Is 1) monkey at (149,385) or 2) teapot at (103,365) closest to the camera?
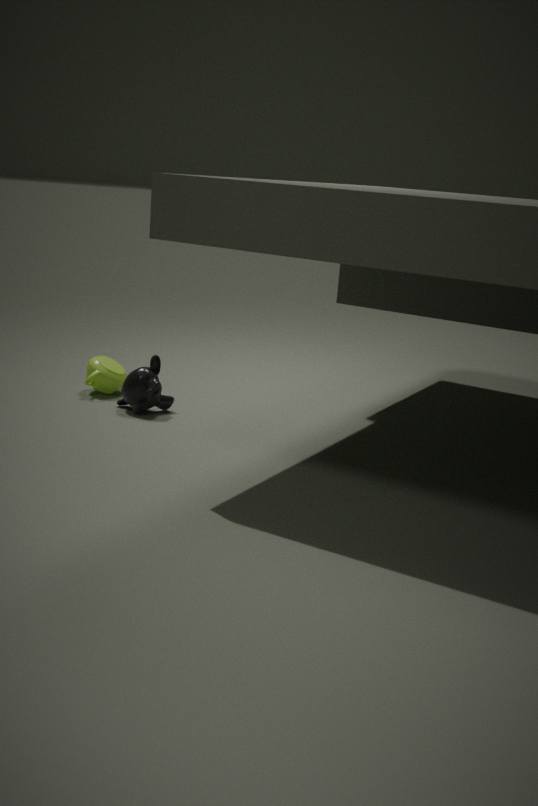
1. monkey at (149,385)
